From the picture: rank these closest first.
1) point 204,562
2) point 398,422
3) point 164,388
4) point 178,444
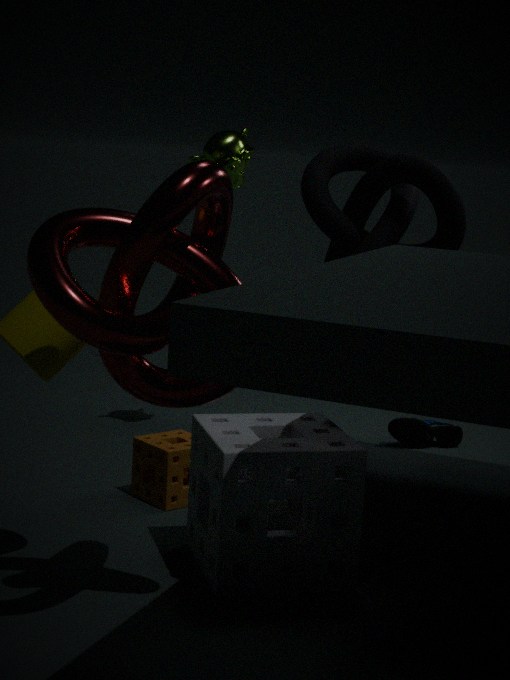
3. point 164,388, 1. point 204,562, 4. point 178,444, 2. point 398,422
